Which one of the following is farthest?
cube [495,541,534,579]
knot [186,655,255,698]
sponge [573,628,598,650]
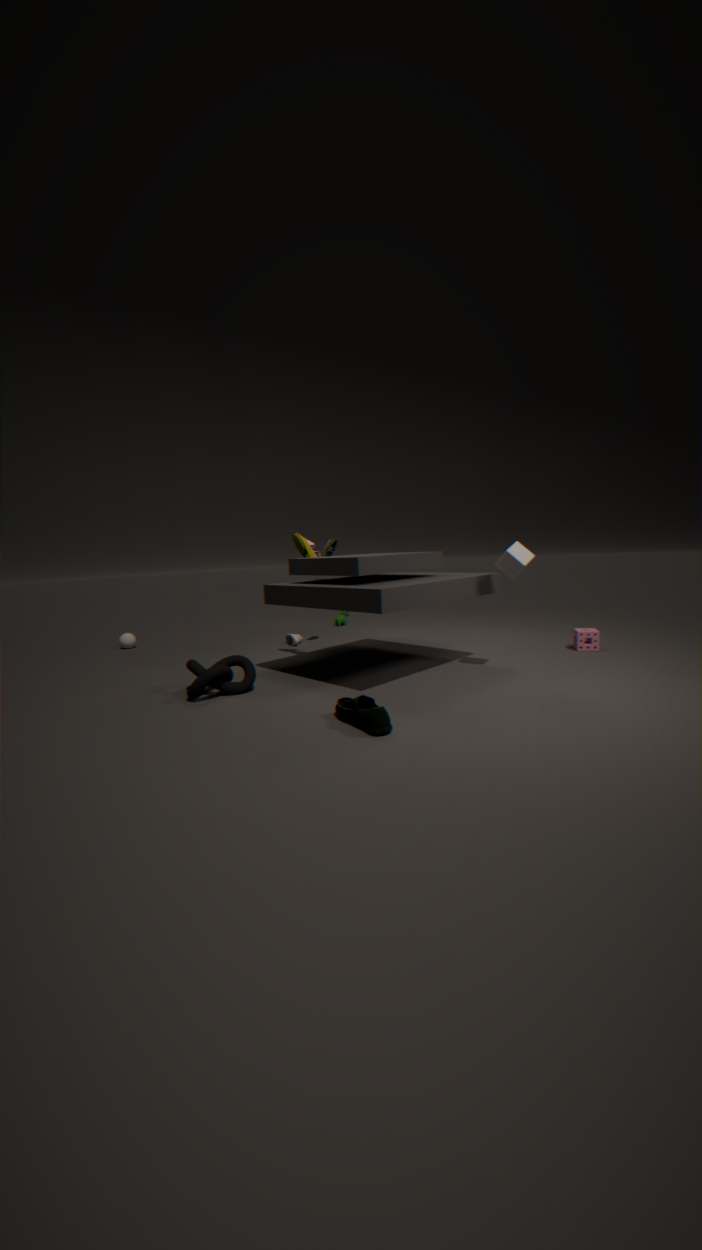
sponge [573,628,598,650]
